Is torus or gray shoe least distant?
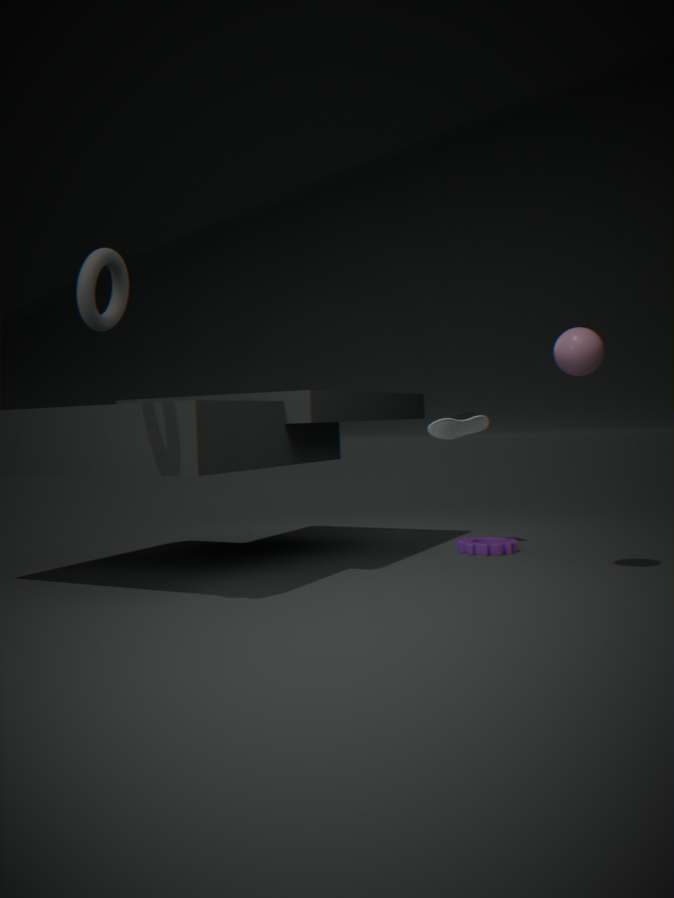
torus
